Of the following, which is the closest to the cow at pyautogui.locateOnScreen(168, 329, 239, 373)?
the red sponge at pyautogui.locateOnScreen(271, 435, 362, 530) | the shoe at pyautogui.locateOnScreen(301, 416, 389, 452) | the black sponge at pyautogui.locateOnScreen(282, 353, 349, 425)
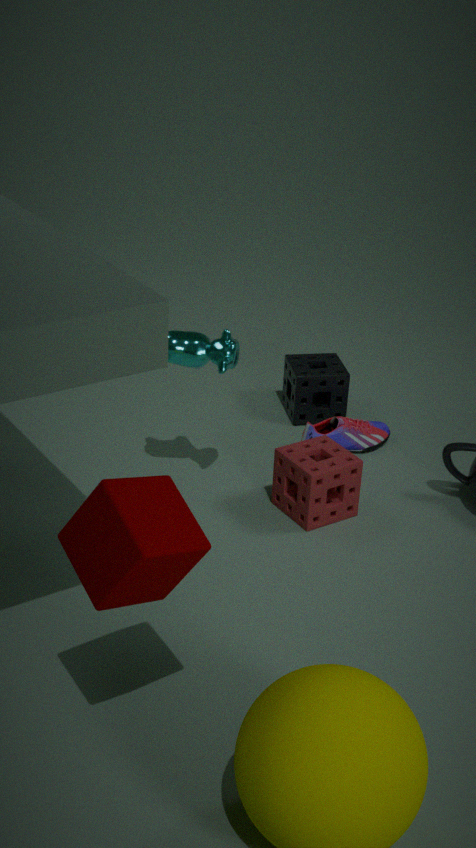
the red sponge at pyautogui.locateOnScreen(271, 435, 362, 530)
